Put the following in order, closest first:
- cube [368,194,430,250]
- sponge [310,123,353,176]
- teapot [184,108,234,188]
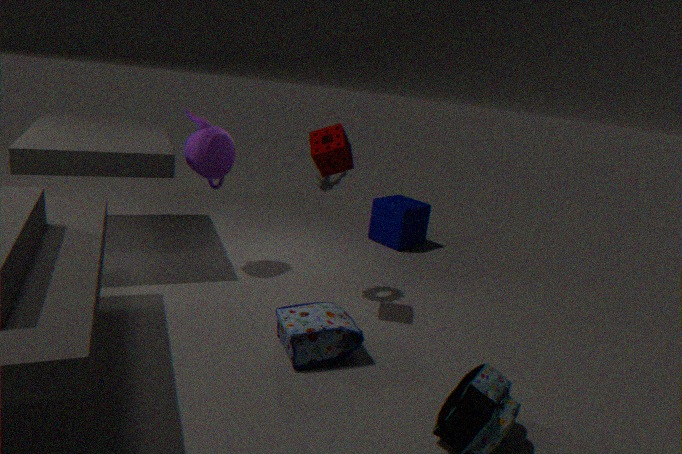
sponge [310,123,353,176], teapot [184,108,234,188], cube [368,194,430,250]
